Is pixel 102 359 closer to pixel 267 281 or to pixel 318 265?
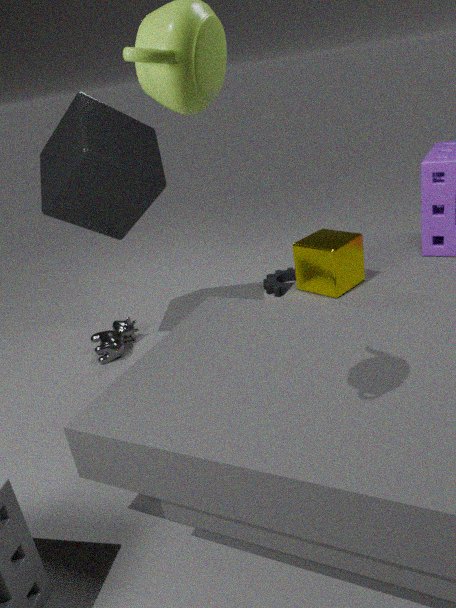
pixel 267 281
